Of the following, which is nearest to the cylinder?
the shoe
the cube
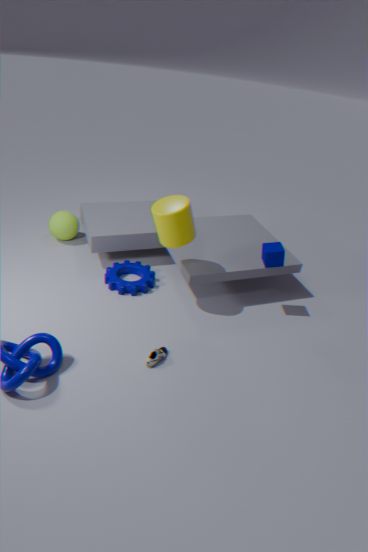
the cube
